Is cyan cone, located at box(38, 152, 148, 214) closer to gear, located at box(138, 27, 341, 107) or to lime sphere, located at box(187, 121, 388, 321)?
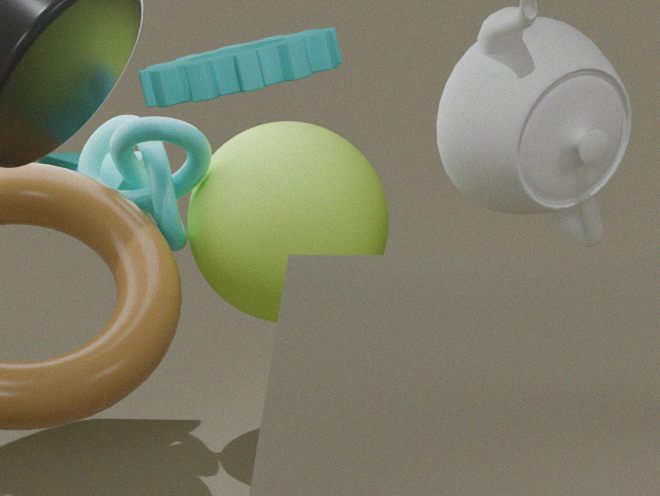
lime sphere, located at box(187, 121, 388, 321)
